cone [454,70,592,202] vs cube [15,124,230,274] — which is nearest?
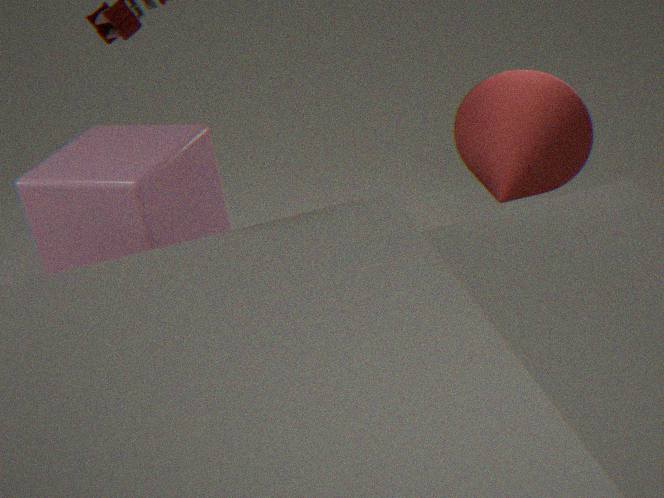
cube [15,124,230,274]
